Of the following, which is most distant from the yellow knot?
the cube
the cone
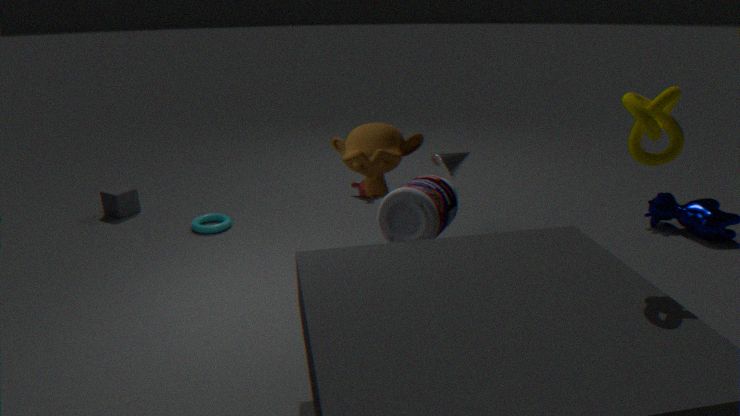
the cube
